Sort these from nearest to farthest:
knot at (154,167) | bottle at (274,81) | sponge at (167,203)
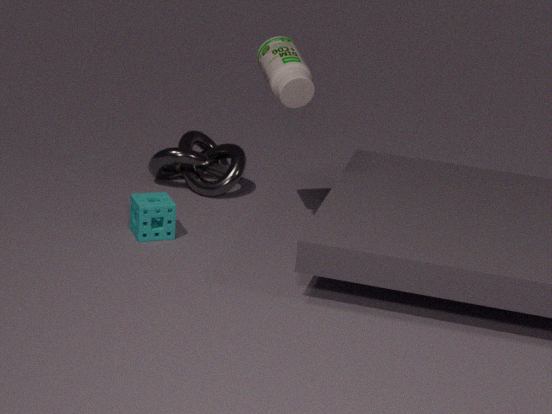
bottle at (274,81), sponge at (167,203), knot at (154,167)
